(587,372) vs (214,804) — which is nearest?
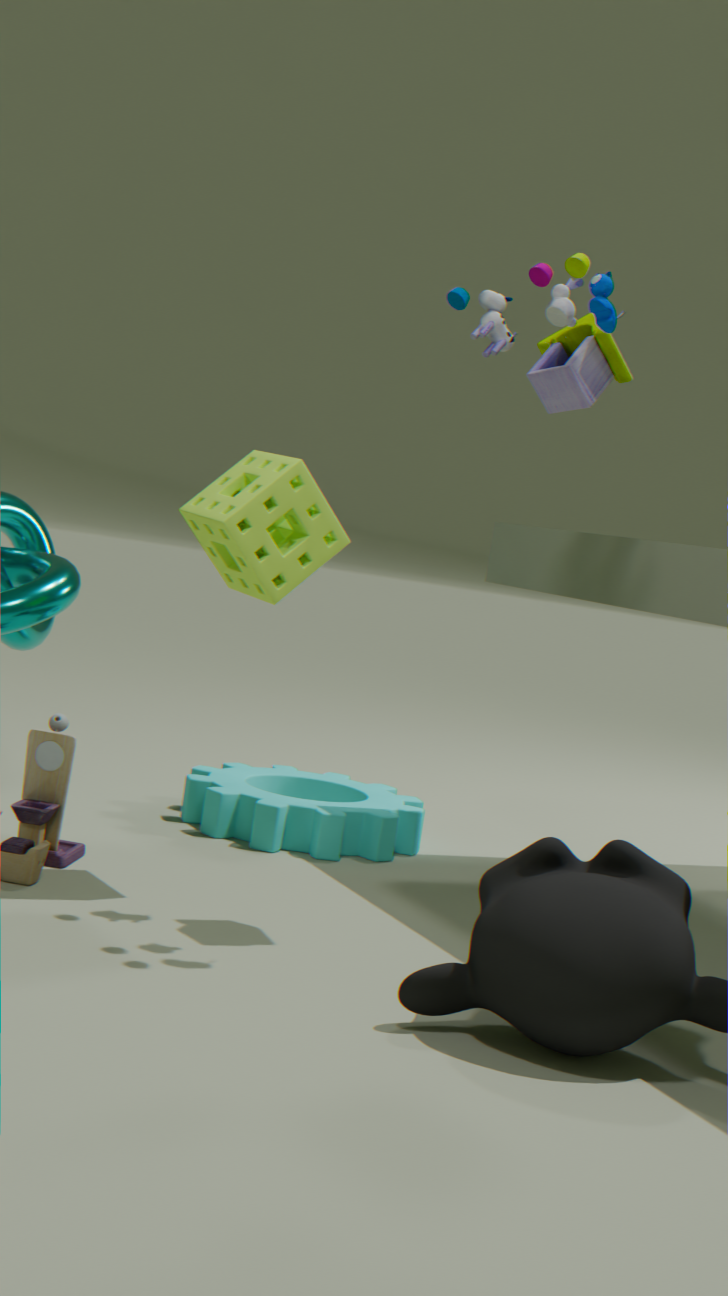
(587,372)
